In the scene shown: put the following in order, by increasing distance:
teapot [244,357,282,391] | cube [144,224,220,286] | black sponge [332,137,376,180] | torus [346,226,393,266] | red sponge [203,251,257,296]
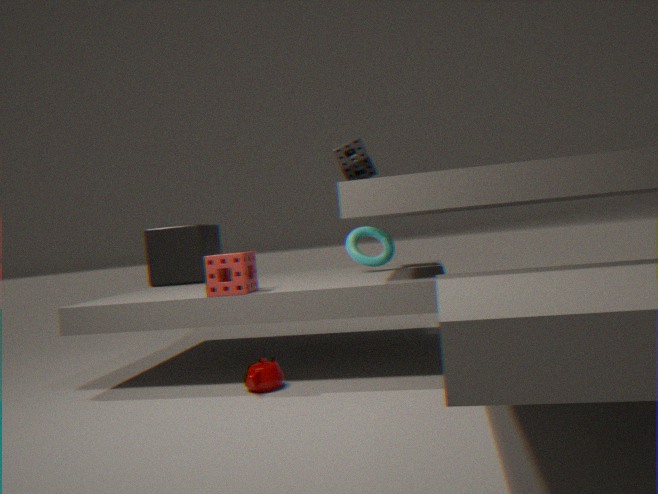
teapot [244,357,282,391], red sponge [203,251,257,296], torus [346,226,393,266], black sponge [332,137,376,180], cube [144,224,220,286]
